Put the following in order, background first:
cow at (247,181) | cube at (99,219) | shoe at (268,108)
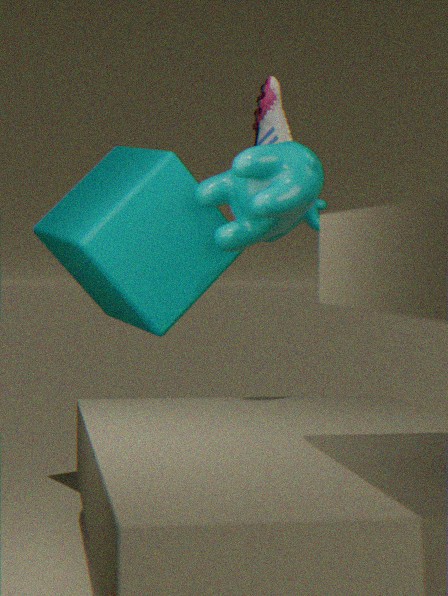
1. shoe at (268,108)
2. cube at (99,219)
3. cow at (247,181)
